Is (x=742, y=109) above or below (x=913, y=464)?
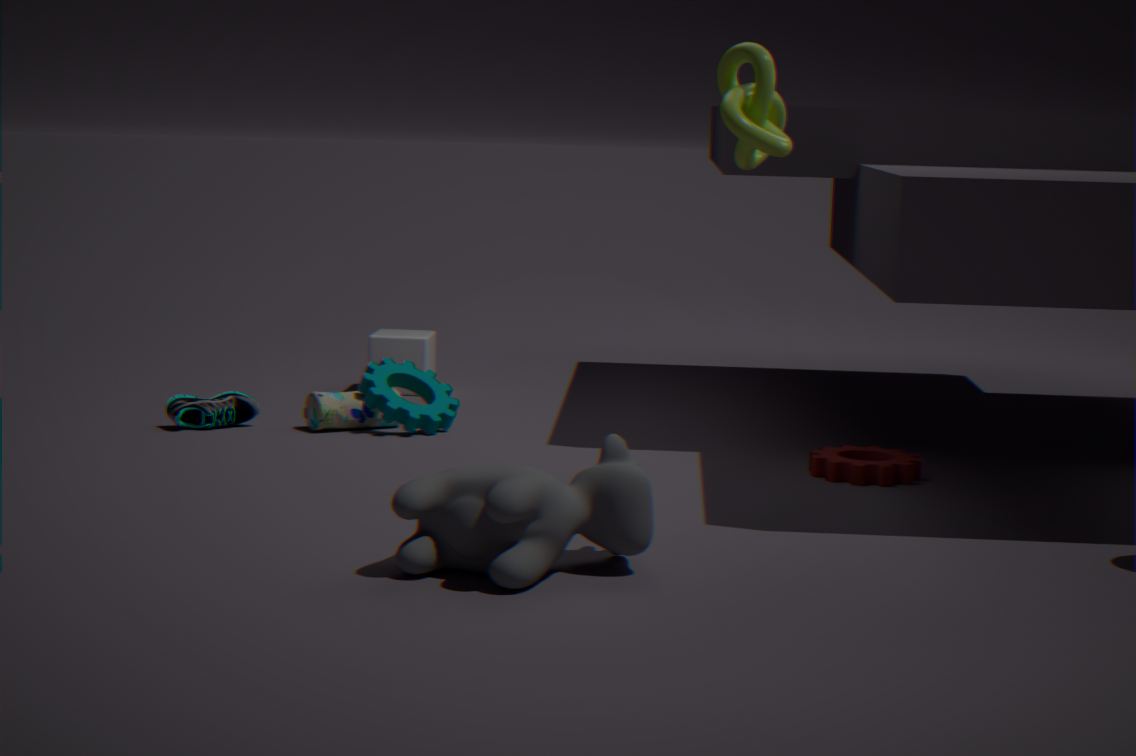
above
